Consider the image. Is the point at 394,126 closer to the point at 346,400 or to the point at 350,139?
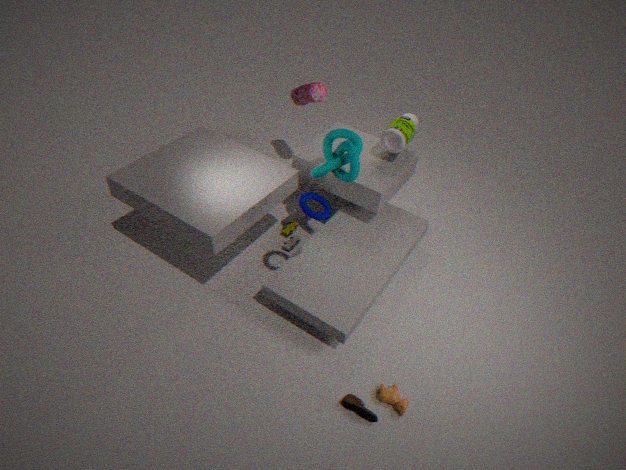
the point at 350,139
